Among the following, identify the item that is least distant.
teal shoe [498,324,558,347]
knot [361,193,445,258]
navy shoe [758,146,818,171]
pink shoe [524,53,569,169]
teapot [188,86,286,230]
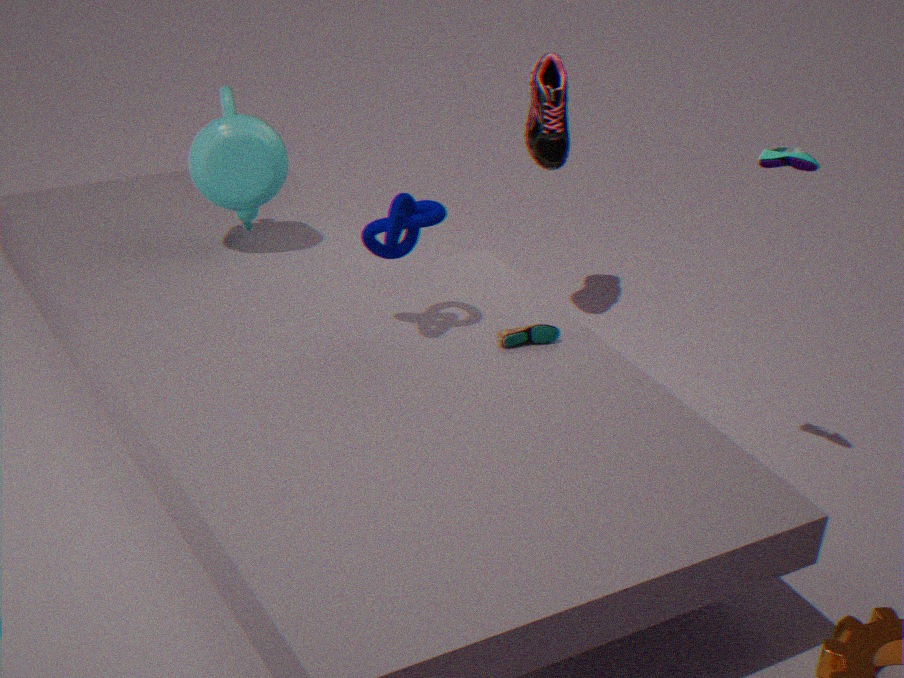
knot [361,193,445,258]
